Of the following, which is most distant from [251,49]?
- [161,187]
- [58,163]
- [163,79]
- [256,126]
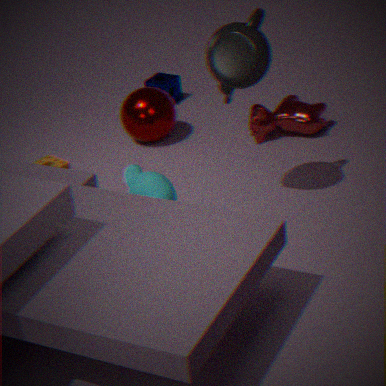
[163,79]
